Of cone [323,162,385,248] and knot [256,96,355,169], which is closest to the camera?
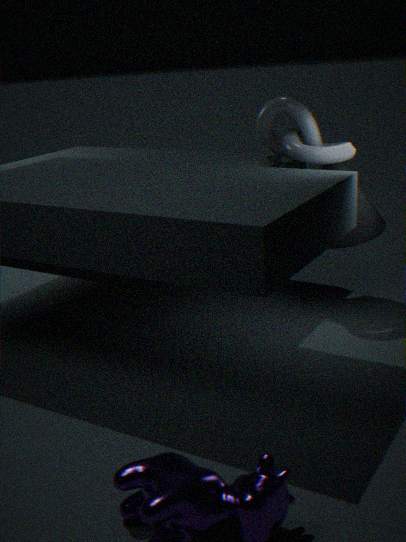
knot [256,96,355,169]
